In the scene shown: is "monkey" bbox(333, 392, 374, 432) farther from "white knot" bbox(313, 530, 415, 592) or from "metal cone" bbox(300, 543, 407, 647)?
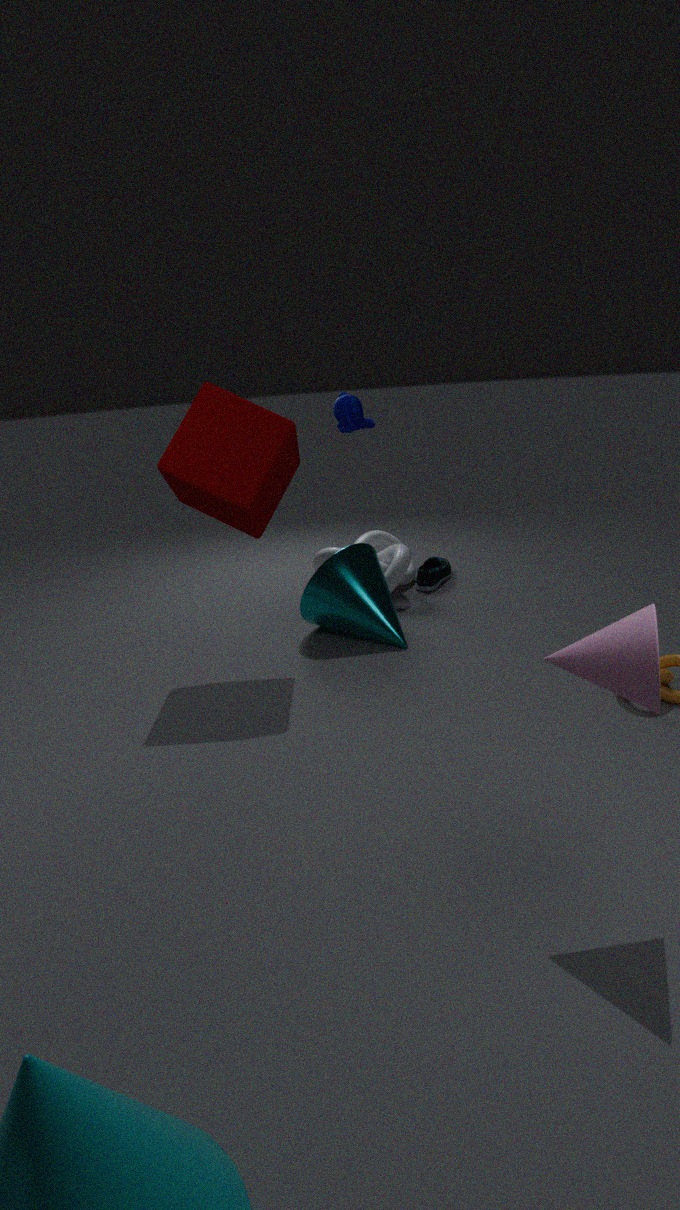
"white knot" bbox(313, 530, 415, 592)
